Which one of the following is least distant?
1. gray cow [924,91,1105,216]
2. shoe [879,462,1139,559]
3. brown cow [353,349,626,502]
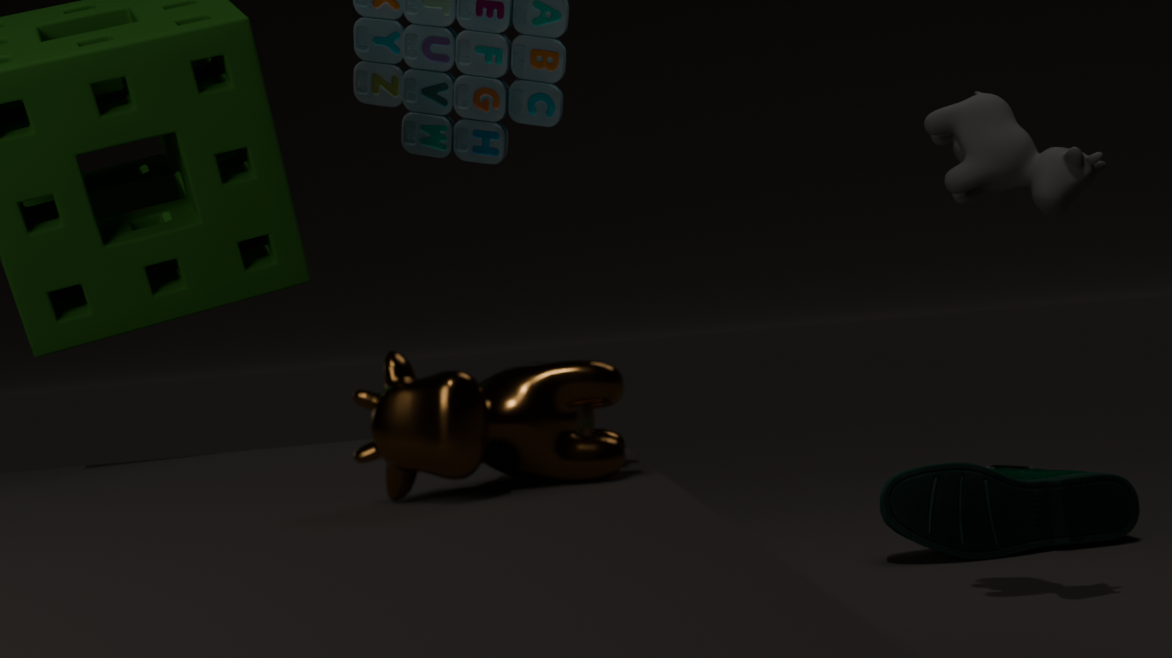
brown cow [353,349,626,502]
